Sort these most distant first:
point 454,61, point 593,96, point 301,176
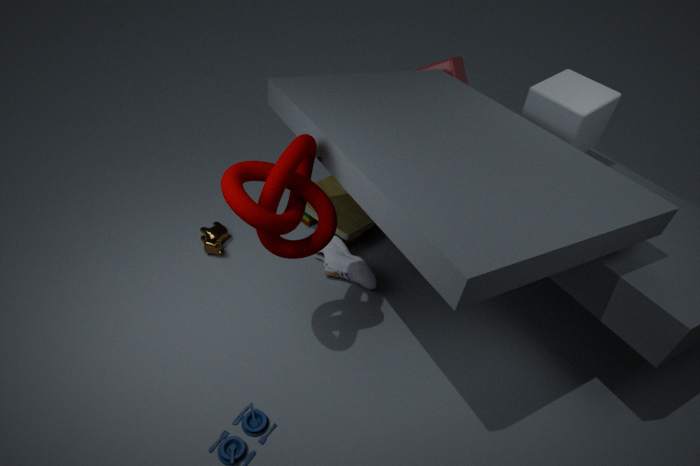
point 454,61, point 593,96, point 301,176
